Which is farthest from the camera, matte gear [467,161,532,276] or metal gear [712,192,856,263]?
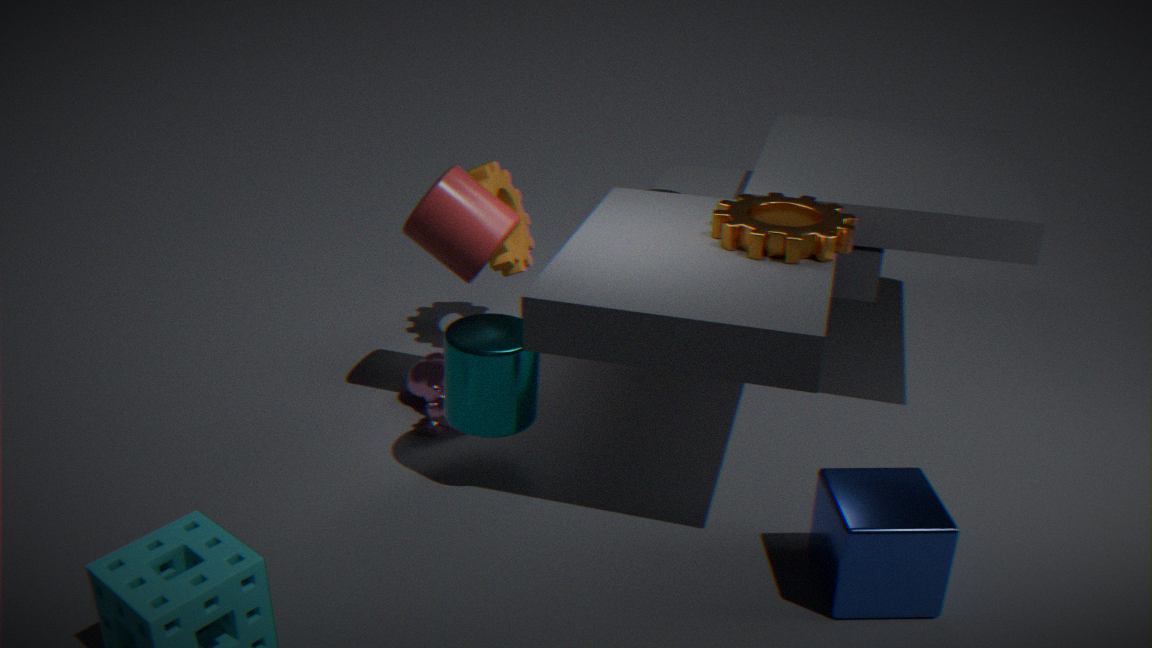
matte gear [467,161,532,276]
